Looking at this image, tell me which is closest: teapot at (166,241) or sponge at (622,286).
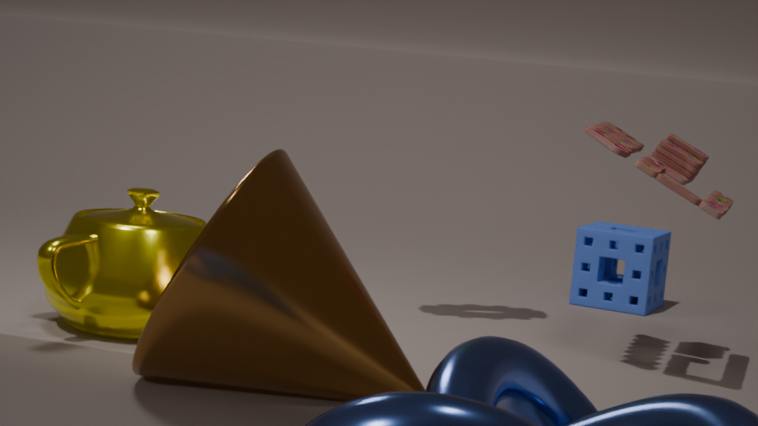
teapot at (166,241)
